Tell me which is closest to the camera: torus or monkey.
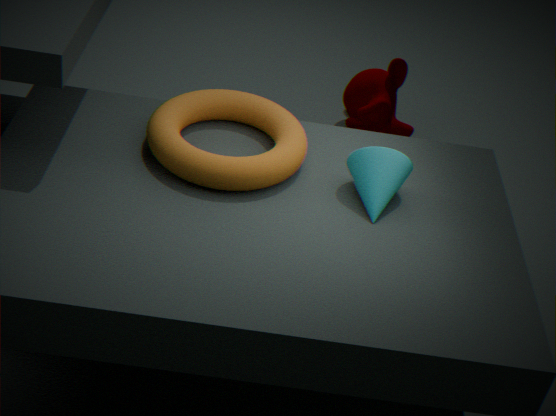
torus
